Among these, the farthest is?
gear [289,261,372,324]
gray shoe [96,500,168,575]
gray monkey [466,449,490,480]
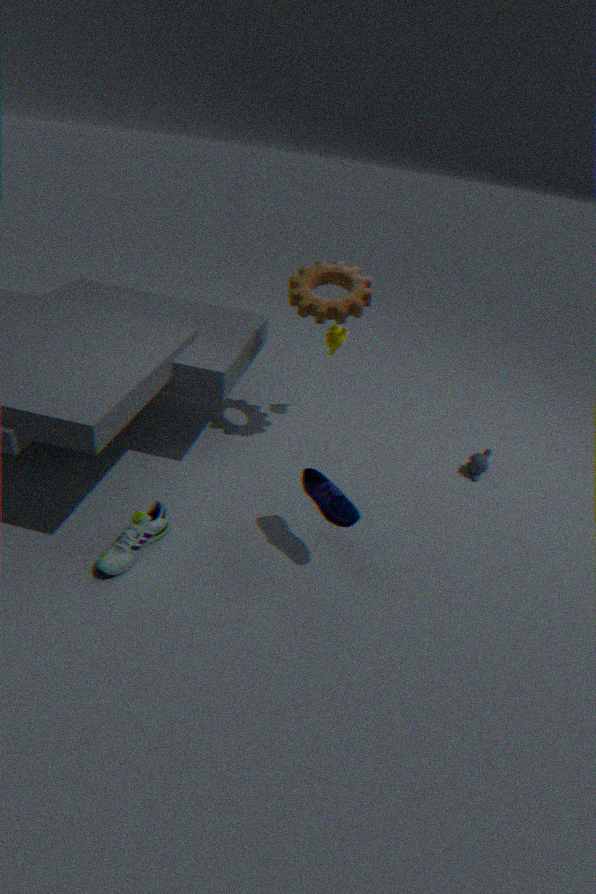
Answer: gray monkey [466,449,490,480]
